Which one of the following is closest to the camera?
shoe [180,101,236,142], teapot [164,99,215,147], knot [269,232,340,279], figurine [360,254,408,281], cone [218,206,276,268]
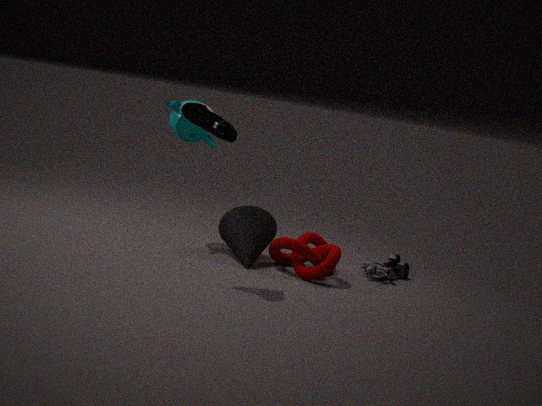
shoe [180,101,236,142]
